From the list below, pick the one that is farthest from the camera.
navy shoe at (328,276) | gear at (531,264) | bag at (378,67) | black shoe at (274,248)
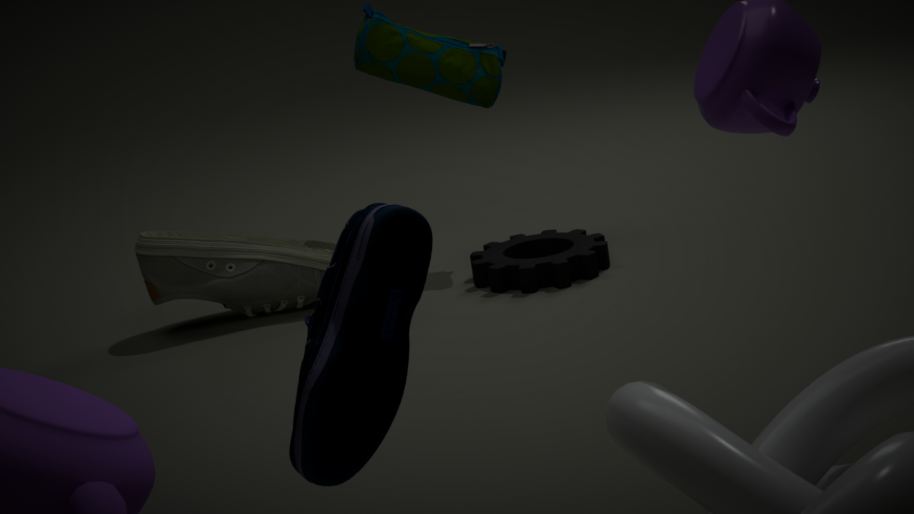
bag at (378,67)
